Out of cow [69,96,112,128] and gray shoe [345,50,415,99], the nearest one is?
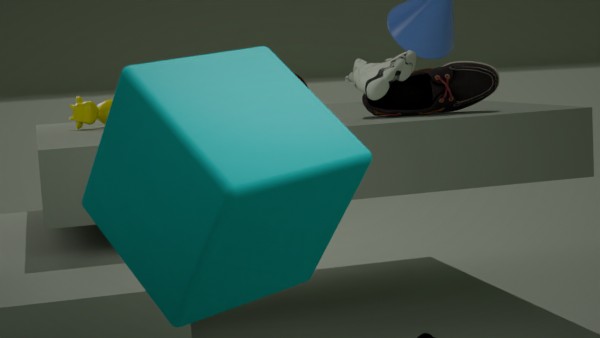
gray shoe [345,50,415,99]
